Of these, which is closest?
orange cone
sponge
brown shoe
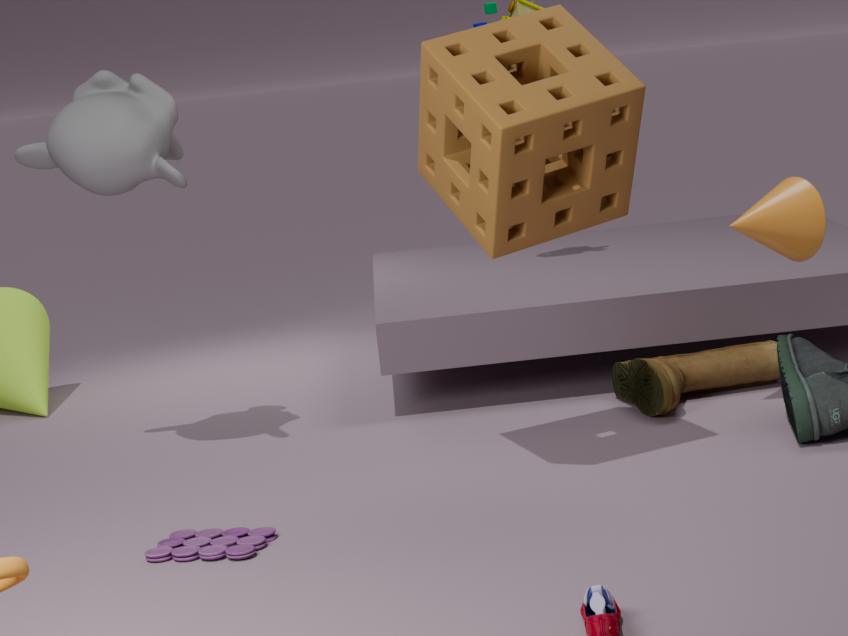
sponge
